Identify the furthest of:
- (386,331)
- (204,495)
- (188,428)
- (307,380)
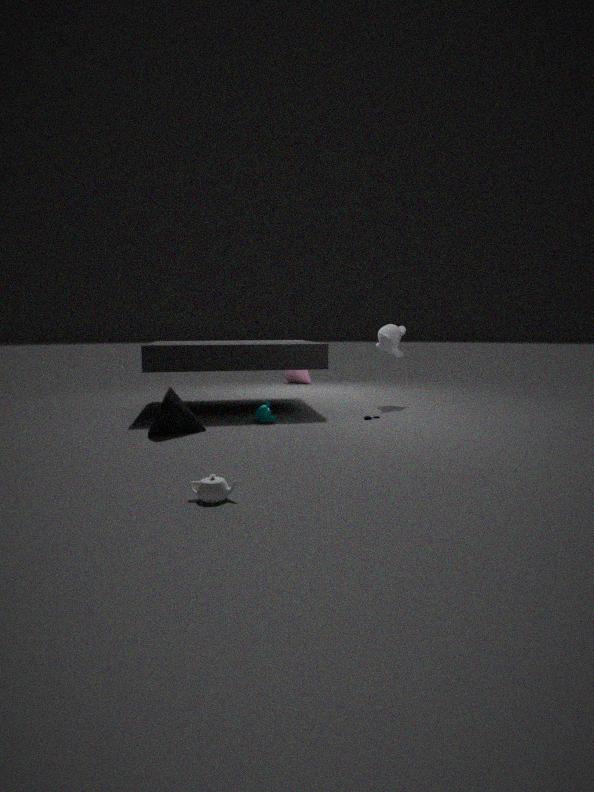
(307,380)
